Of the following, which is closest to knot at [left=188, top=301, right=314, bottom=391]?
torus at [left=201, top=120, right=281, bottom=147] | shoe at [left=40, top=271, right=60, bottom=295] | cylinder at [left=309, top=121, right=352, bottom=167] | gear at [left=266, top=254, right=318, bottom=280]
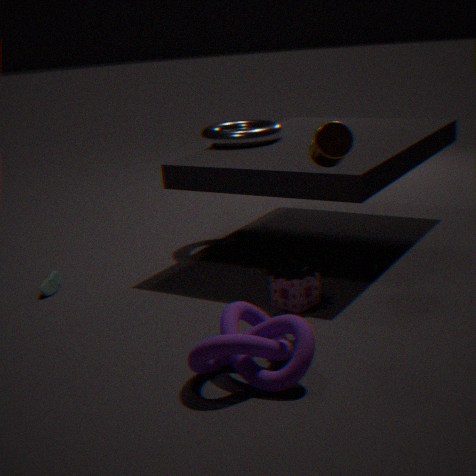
gear at [left=266, top=254, right=318, bottom=280]
